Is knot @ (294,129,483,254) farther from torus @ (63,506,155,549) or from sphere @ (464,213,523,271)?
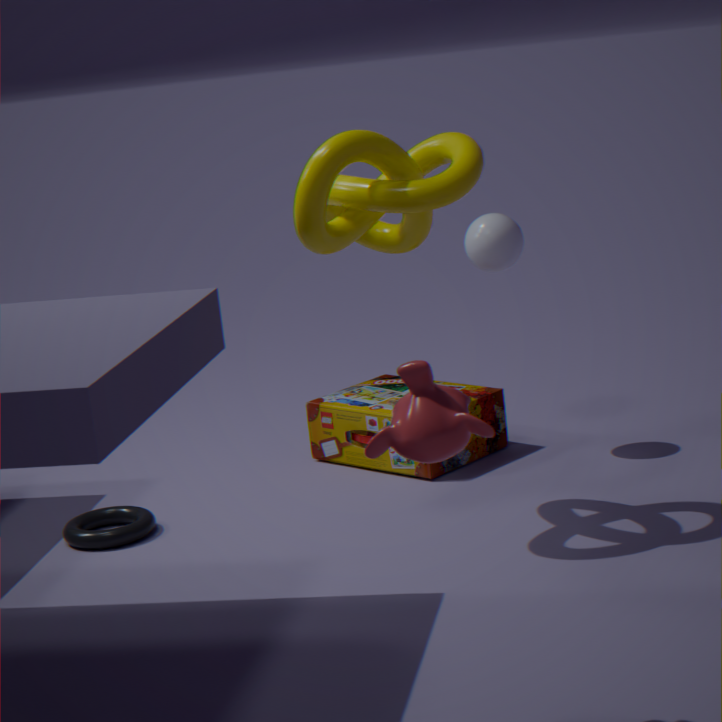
torus @ (63,506,155,549)
